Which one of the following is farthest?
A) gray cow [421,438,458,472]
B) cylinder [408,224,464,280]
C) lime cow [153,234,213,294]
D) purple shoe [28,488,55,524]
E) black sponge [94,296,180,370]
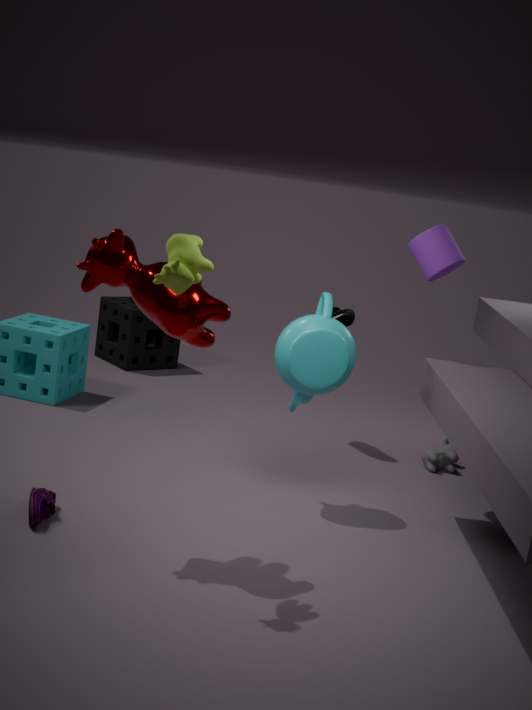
black sponge [94,296,180,370]
